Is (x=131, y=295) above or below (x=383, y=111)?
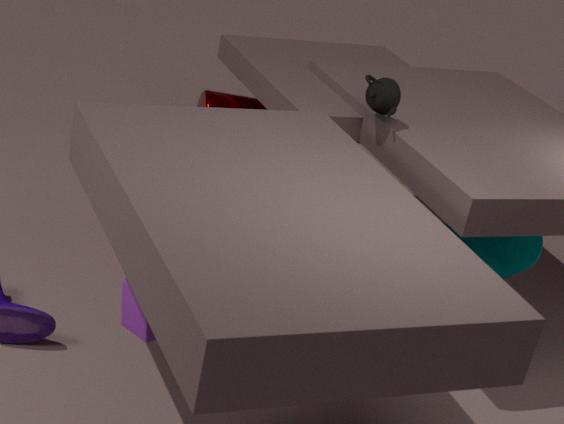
below
